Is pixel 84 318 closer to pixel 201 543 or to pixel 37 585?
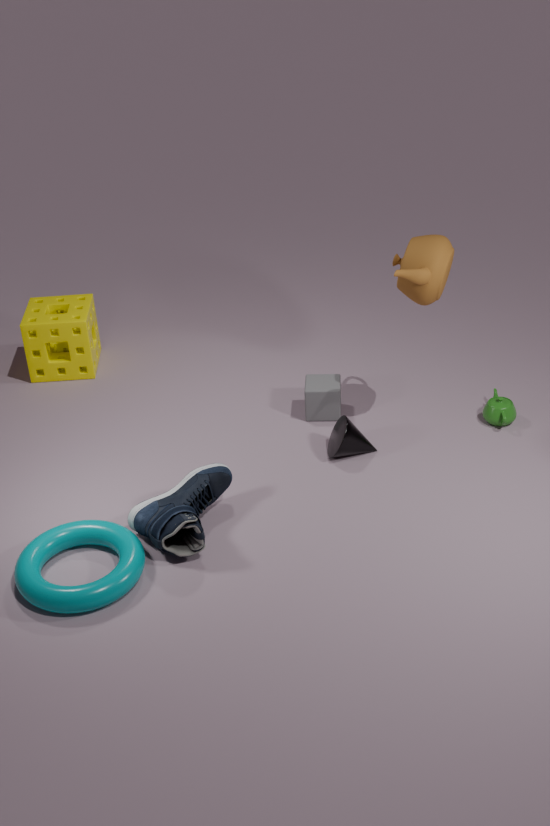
pixel 201 543
